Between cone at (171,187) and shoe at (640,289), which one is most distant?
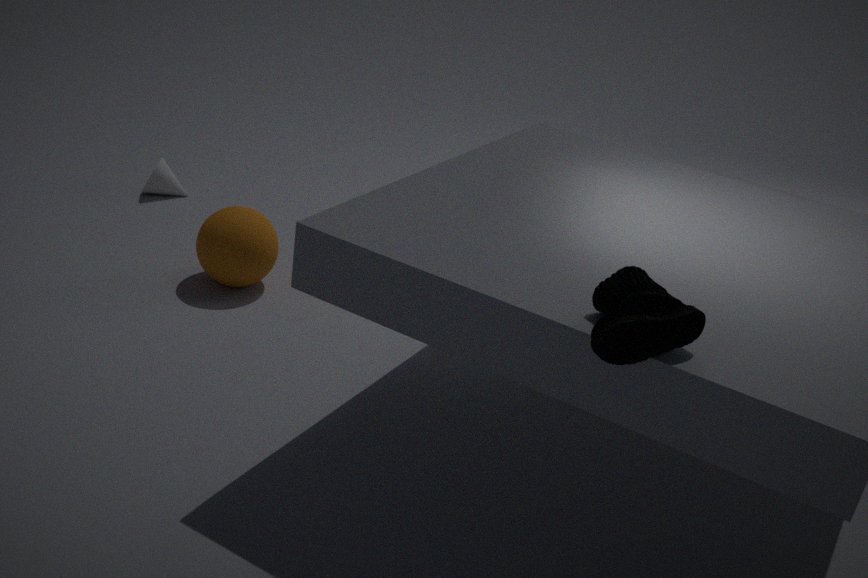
cone at (171,187)
